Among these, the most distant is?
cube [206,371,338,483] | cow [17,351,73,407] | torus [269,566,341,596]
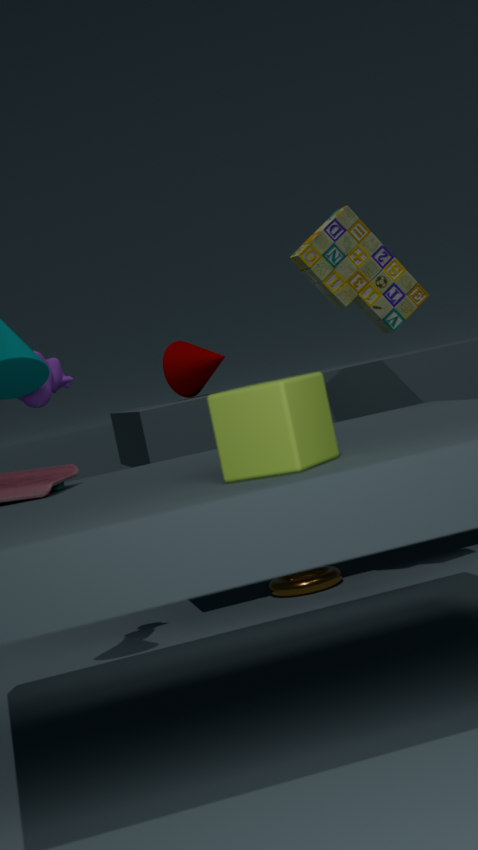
torus [269,566,341,596]
